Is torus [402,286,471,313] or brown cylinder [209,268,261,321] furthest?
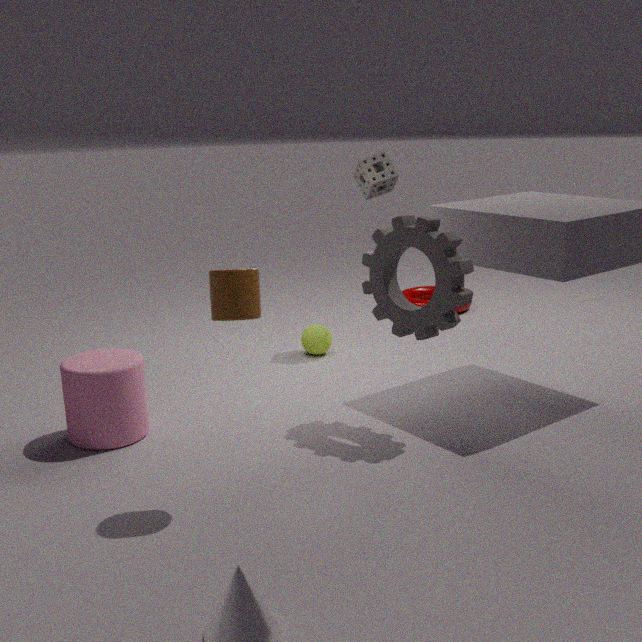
torus [402,286,471,313]
